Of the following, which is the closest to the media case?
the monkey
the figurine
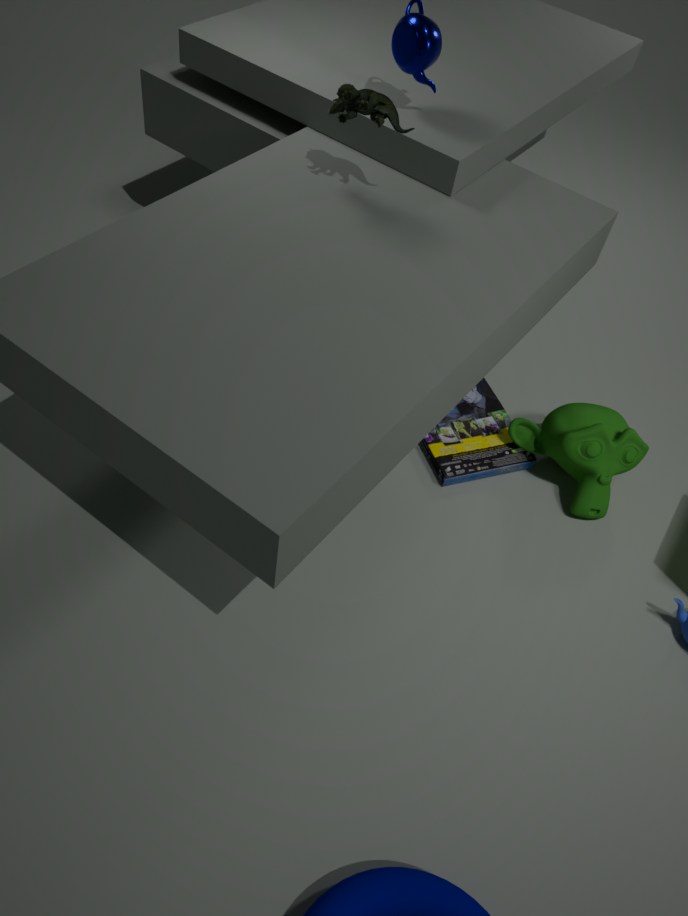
the monkey
